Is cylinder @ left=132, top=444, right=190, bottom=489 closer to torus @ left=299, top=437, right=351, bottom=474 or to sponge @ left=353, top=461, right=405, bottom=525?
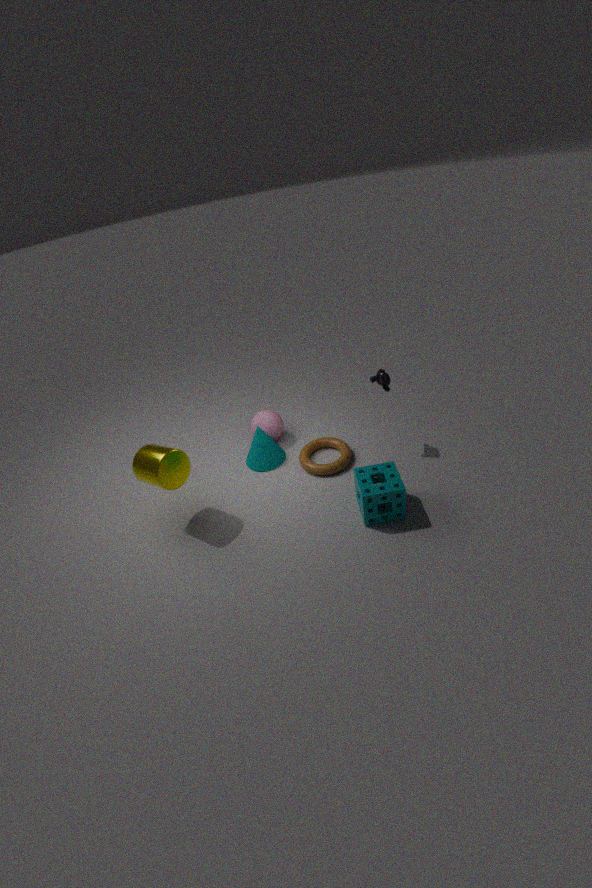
torus @ left=299, top=437, right=351, bottom=474
